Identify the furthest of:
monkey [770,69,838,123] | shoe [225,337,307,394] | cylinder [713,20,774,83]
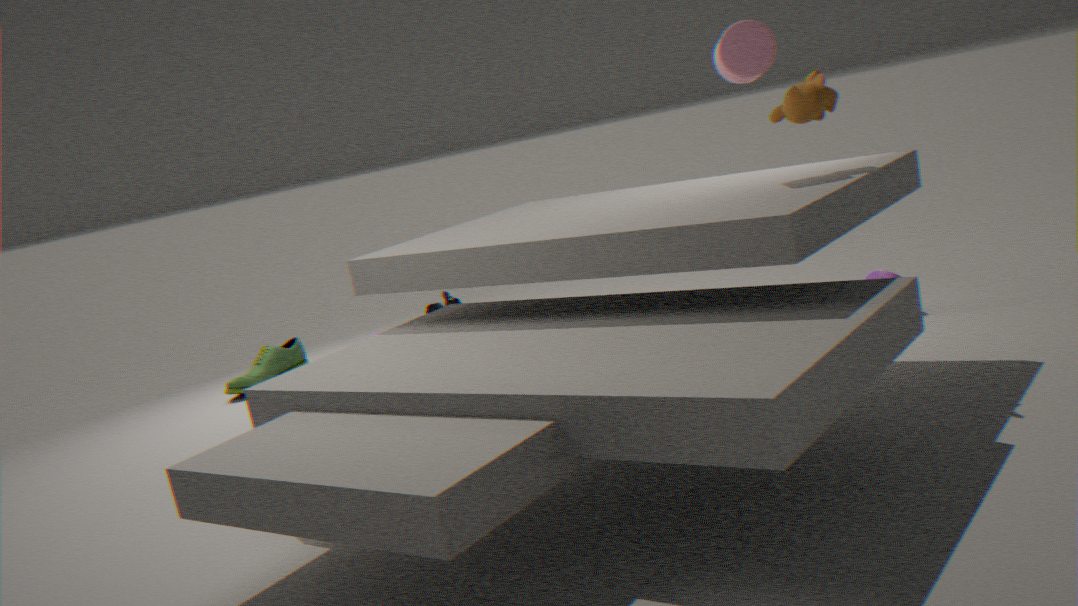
shoe [225,337,307,394]
